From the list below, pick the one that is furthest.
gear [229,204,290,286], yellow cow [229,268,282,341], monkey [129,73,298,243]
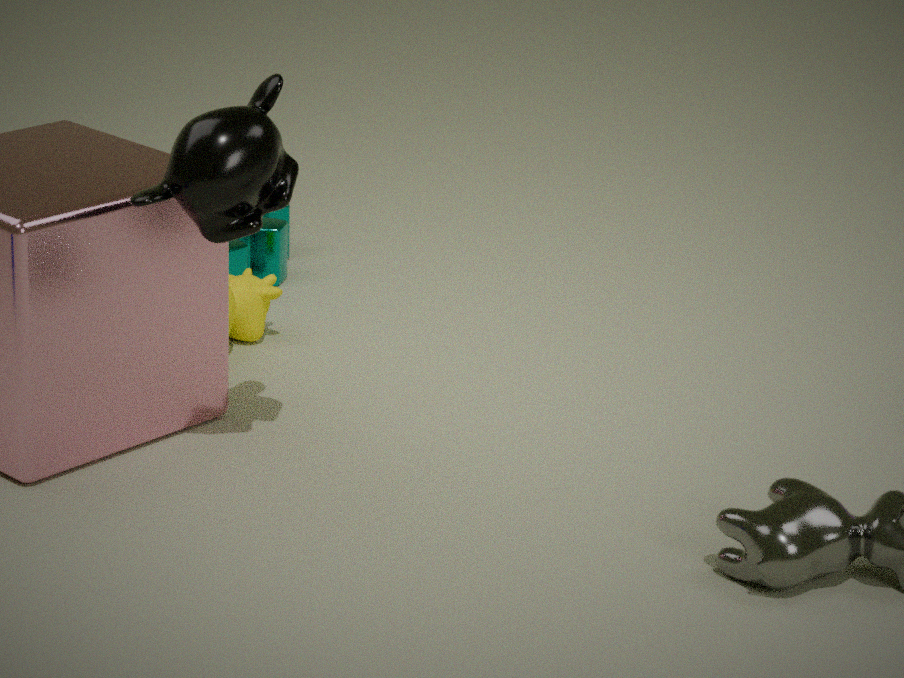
gear [229,204,290,286]
